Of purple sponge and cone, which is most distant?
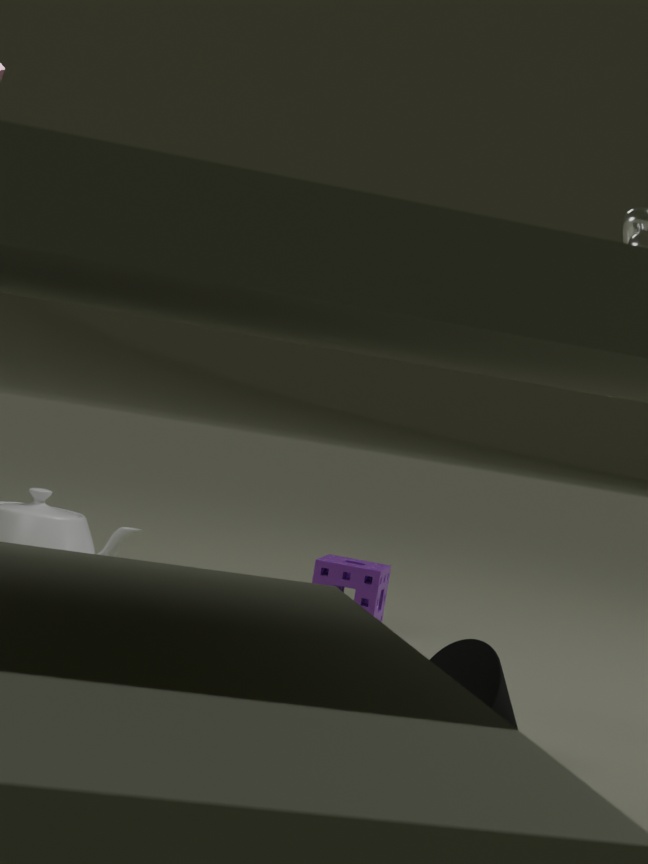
purple sponge
